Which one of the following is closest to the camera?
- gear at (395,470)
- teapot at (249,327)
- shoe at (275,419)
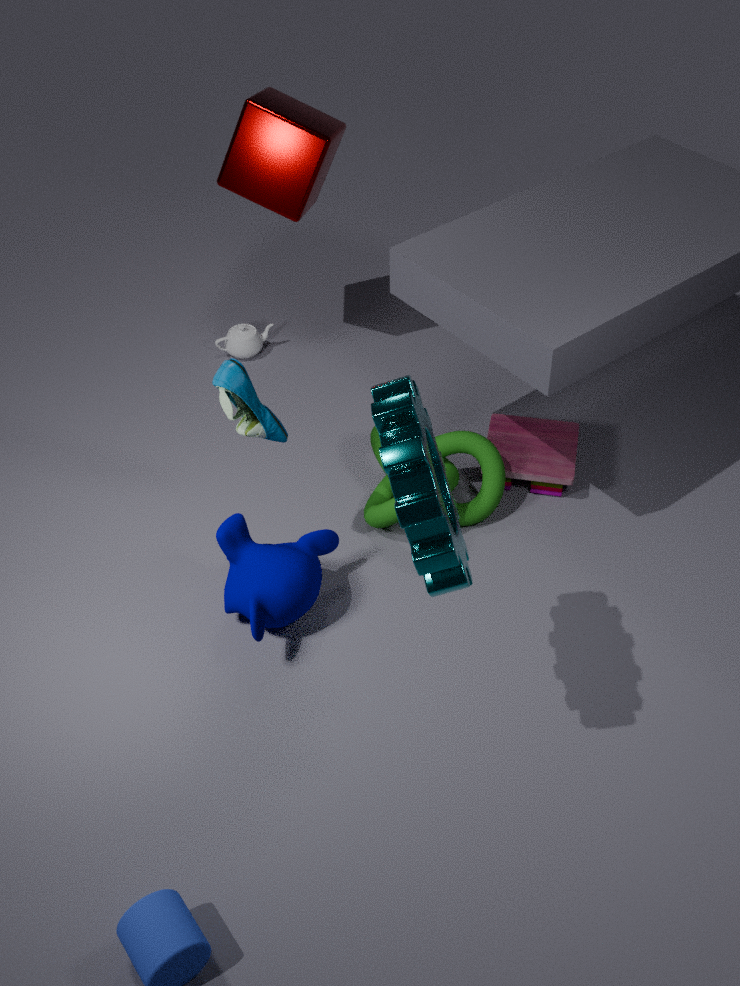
gear at (395,470)
